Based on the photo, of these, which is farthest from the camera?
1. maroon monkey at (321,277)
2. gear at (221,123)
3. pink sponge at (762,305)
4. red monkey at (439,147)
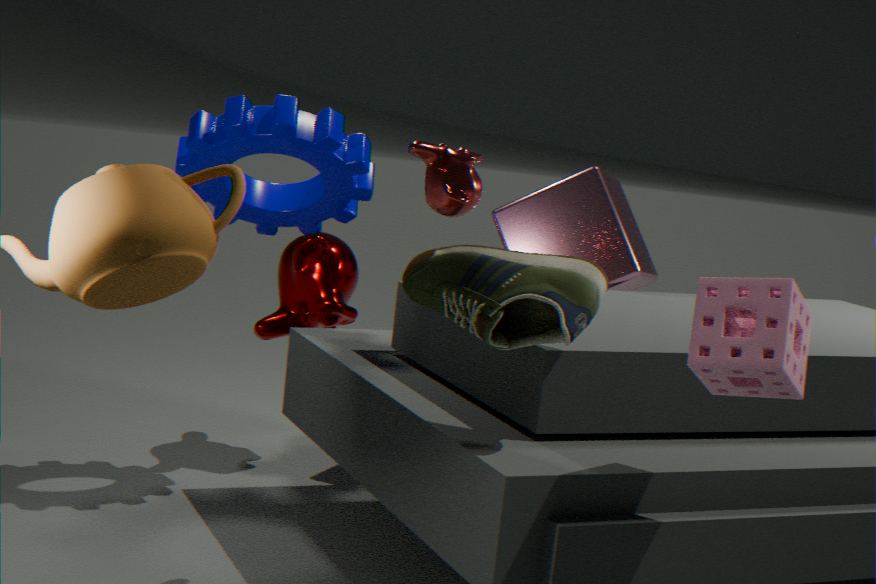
maroon monkey at (321,277)
